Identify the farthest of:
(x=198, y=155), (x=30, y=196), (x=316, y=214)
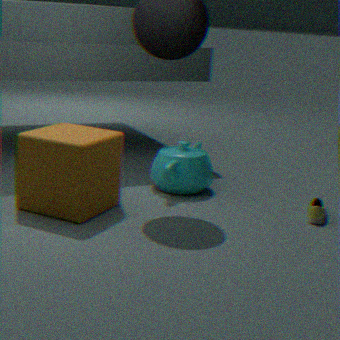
(x=198, y=155)
